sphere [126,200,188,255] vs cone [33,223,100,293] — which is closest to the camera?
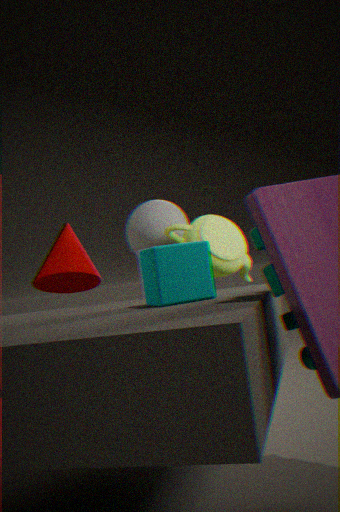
sphere [126,200,188,255]
